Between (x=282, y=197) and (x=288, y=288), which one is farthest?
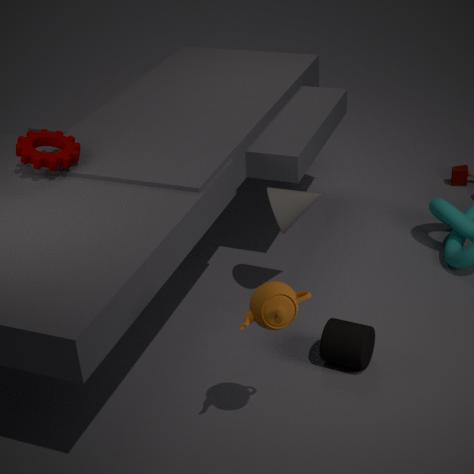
(x=282, y=197)
